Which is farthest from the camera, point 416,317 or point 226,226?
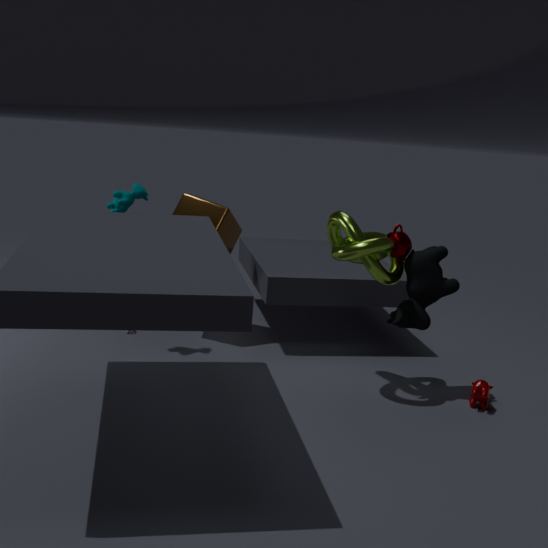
point 226,226
